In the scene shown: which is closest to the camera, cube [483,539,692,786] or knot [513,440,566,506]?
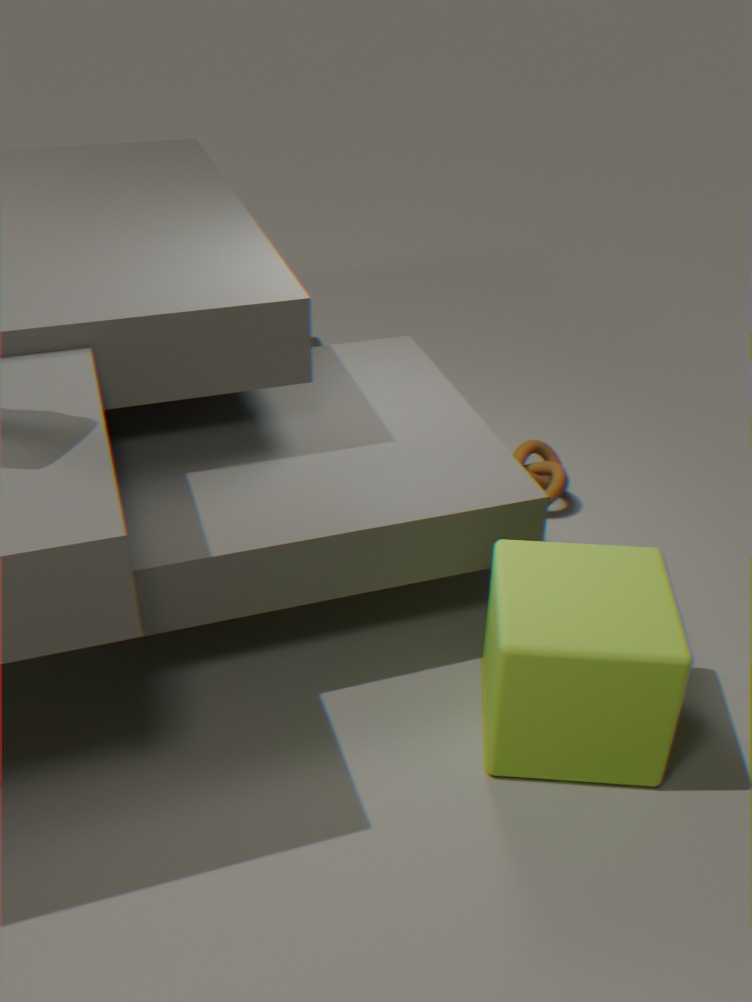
cube [483,539,692,786]
